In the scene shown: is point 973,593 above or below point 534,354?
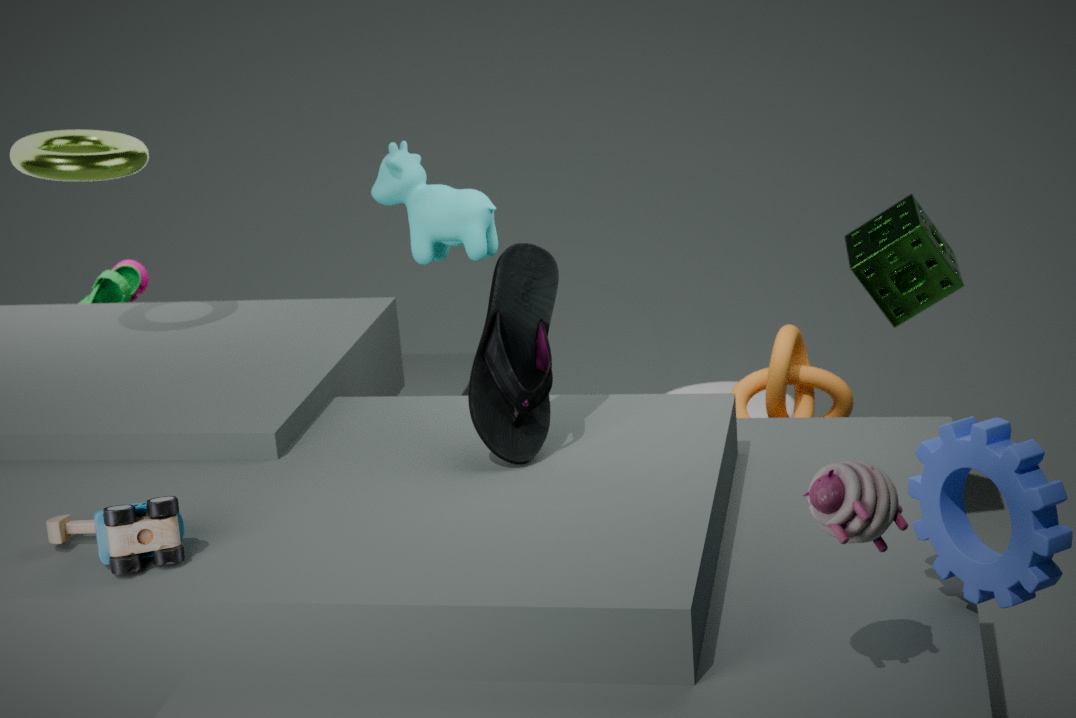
below
